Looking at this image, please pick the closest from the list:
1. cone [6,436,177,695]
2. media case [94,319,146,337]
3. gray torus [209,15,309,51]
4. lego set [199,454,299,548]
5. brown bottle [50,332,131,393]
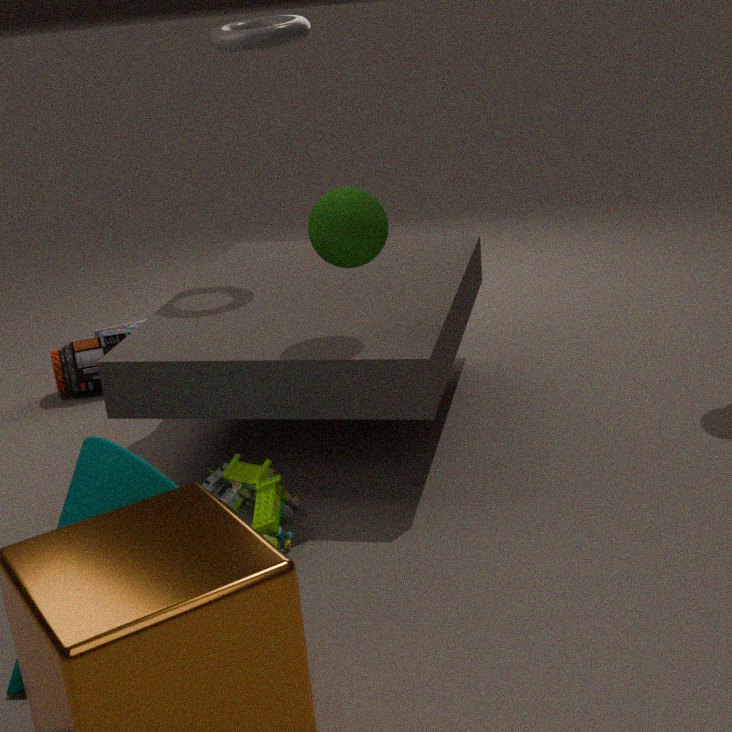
cone [6,436,177,695]
